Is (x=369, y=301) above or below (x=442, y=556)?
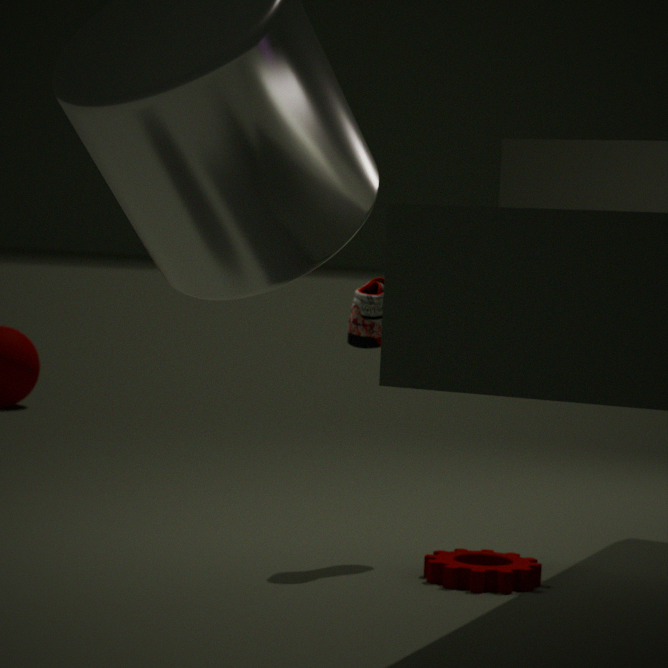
above
